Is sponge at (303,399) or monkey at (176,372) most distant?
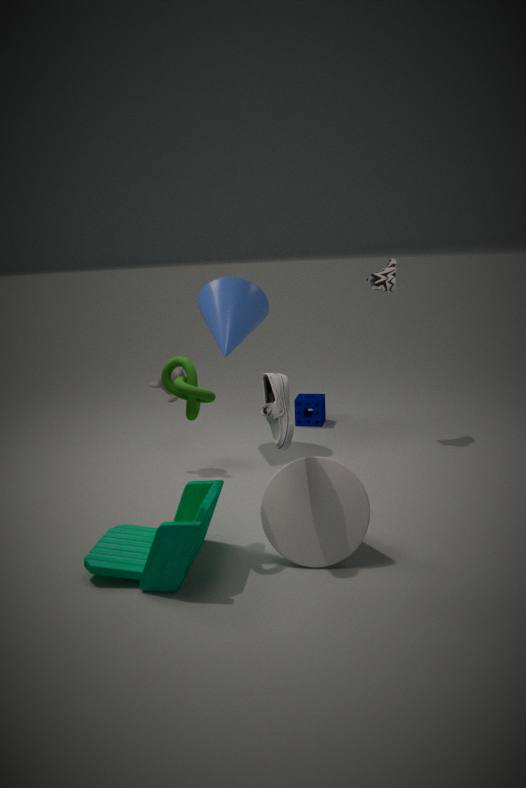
sponge at (303,399)
